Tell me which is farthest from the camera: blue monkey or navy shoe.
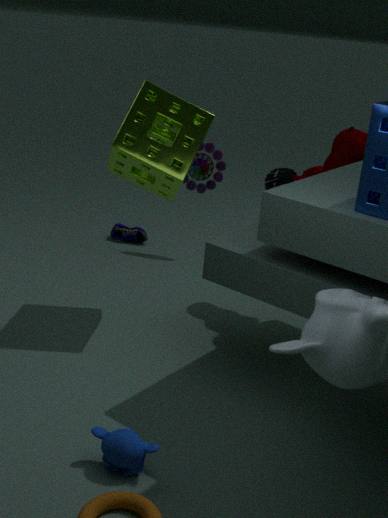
navy shoe
